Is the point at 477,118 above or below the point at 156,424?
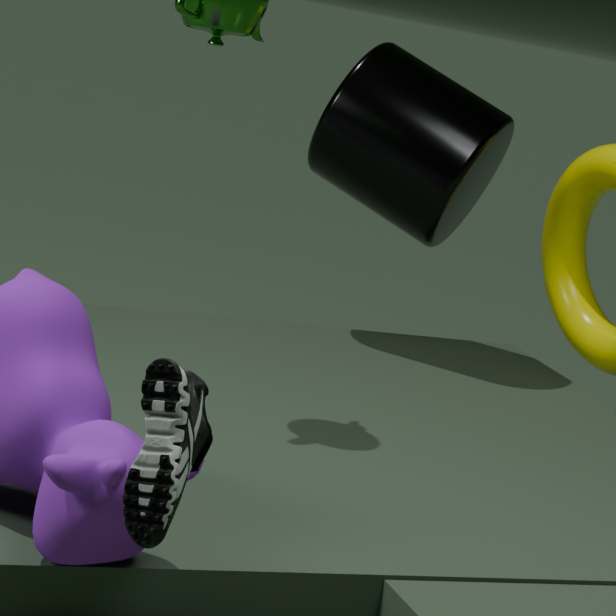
above
